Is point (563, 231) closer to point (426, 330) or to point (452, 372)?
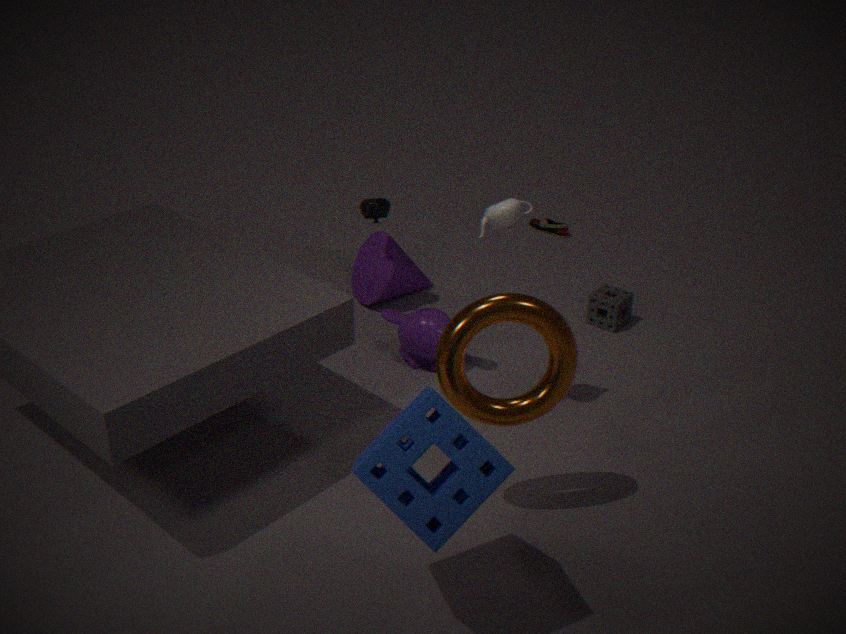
point (426, 330)
